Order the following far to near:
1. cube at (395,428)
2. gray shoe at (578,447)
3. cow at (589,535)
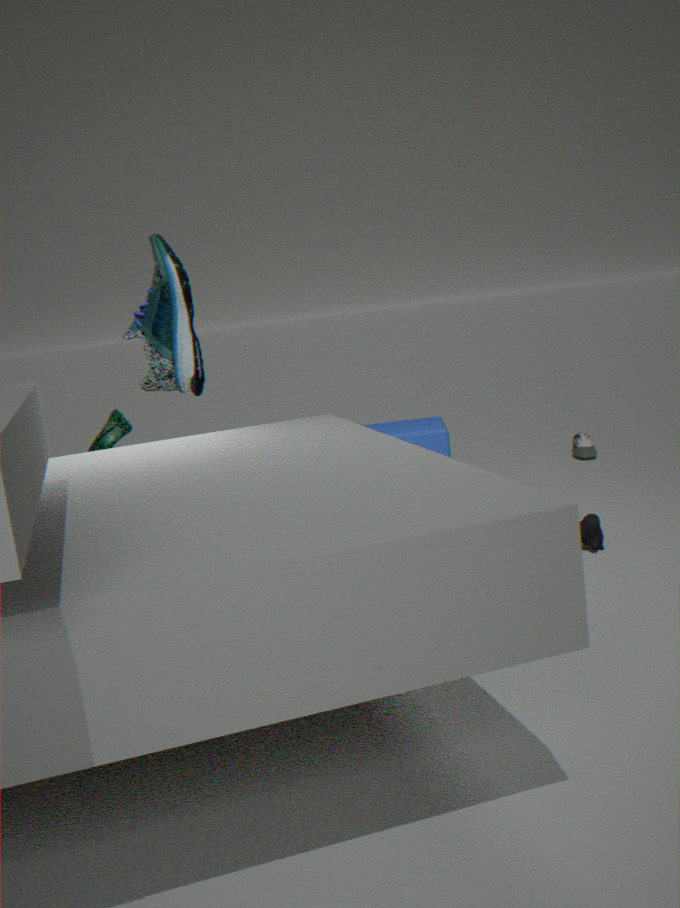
gray shoe at (578,447) < cube at (395,428) < cow at (589,535)
